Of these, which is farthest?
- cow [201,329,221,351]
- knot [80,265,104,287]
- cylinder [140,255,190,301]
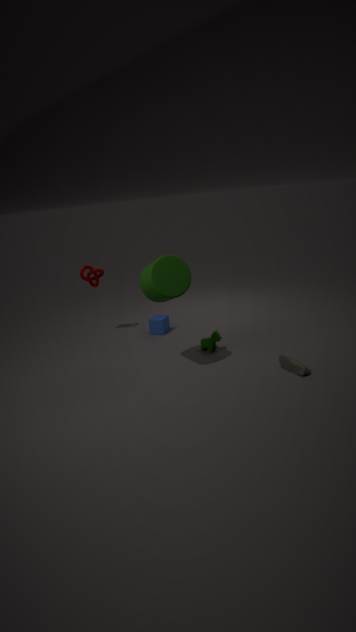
knot [80,265,104,287]
